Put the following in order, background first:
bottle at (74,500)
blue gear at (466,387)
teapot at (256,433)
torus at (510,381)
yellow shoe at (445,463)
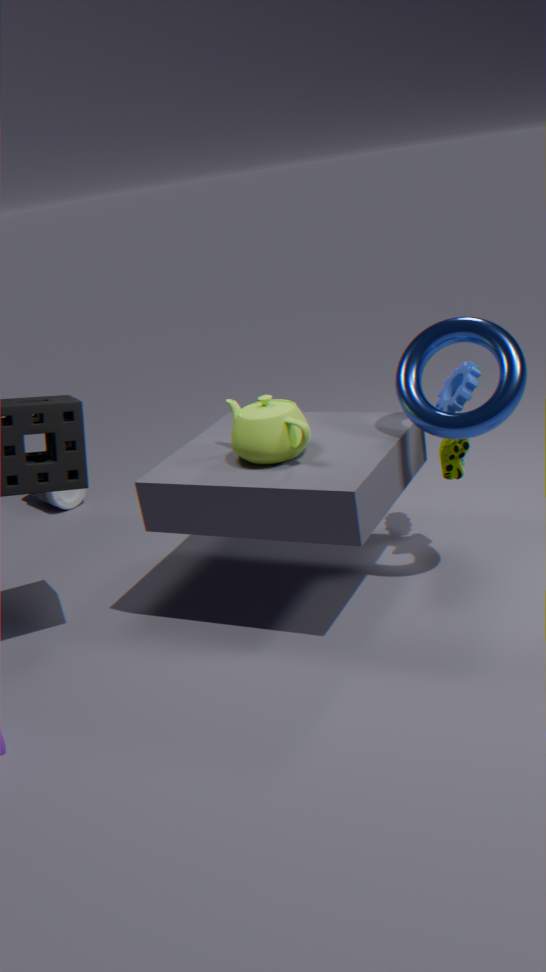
bottle at (74,500)
blue gear at (466,387)
yellow shoe at (445,463)
teapot at (256,433)
torus at (510,381)
